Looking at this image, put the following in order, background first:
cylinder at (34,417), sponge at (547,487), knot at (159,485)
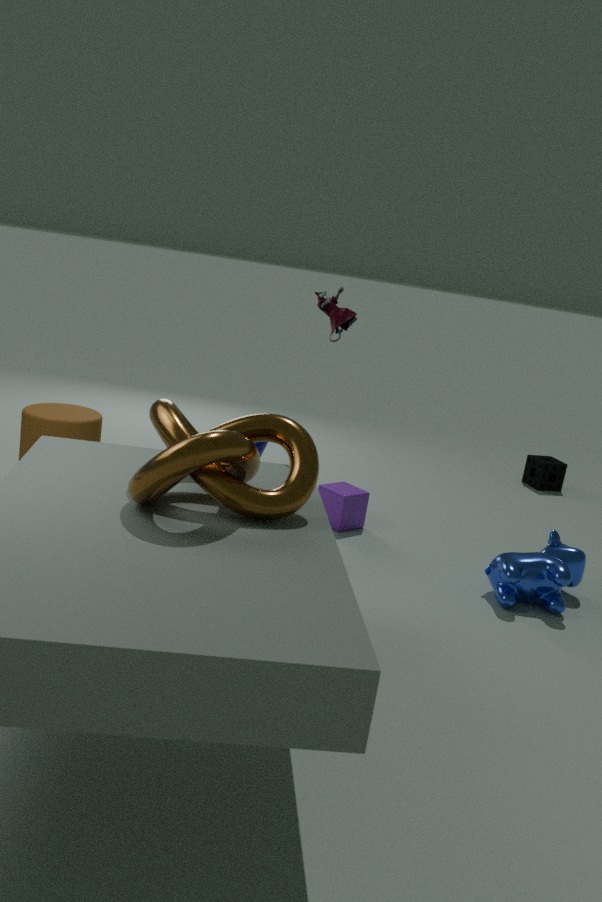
sponge at (547,487) → cylinder at (34,417) → knot at (159,485)
